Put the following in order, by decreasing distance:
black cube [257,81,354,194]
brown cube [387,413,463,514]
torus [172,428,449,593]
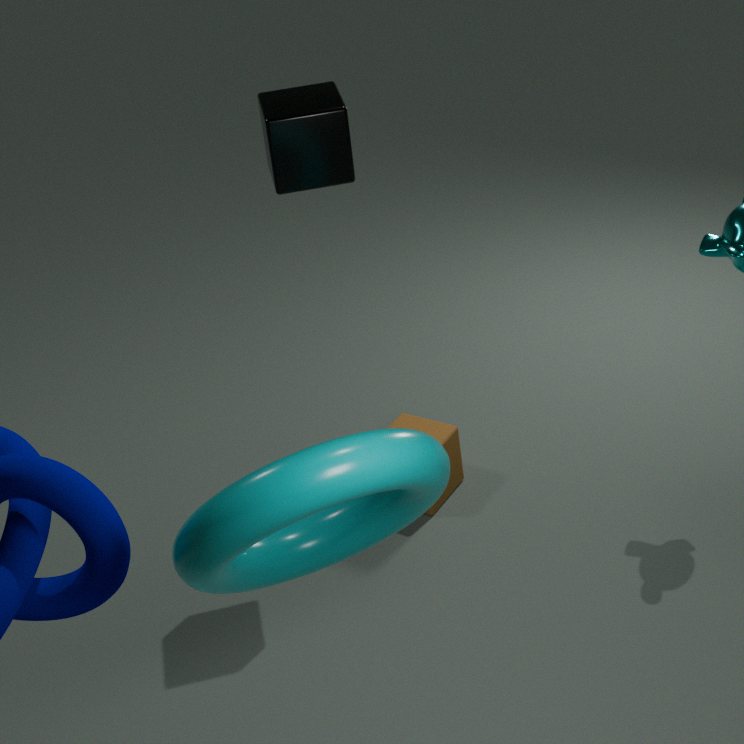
brown cube [387,413,463,514] < black cube [257,81,354,194] < torus [172,428,449,593]
